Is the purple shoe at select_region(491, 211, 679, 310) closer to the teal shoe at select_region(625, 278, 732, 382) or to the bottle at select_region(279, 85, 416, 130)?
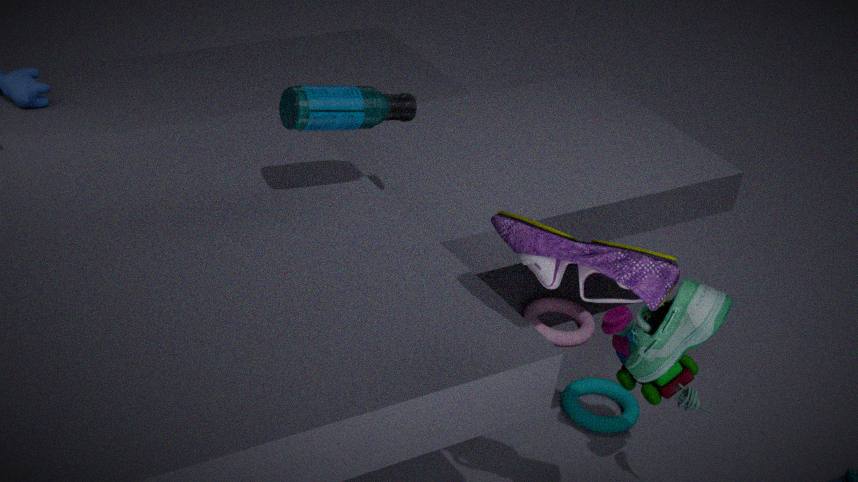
the teal shoe at select_region(625, 278, 732, 382)
